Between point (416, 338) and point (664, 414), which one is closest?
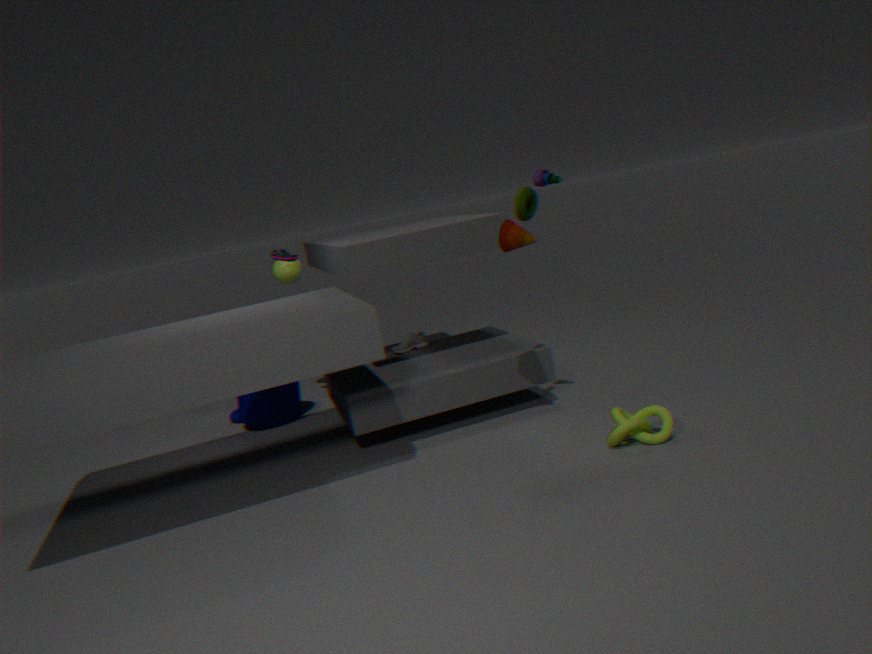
point (664, 414)
